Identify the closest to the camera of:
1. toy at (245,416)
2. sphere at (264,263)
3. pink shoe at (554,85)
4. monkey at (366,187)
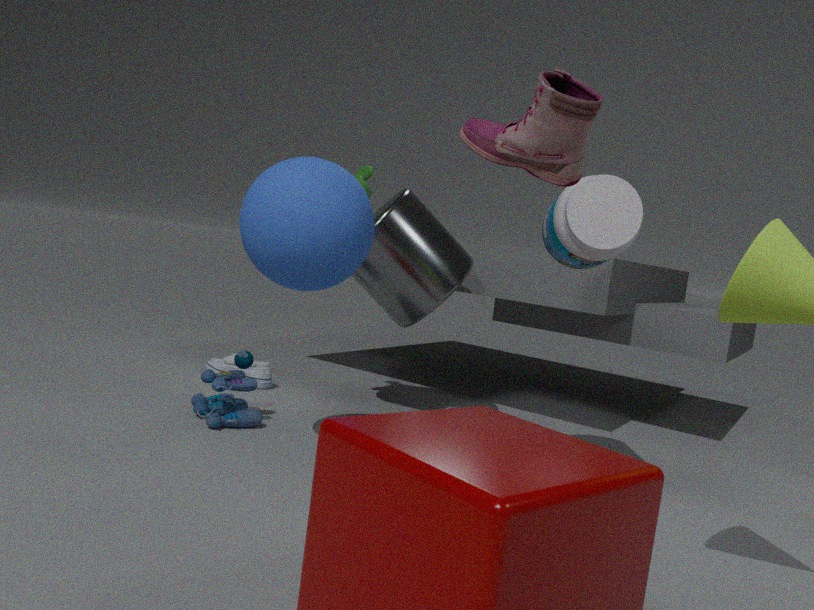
pink shoe at (554,85)
